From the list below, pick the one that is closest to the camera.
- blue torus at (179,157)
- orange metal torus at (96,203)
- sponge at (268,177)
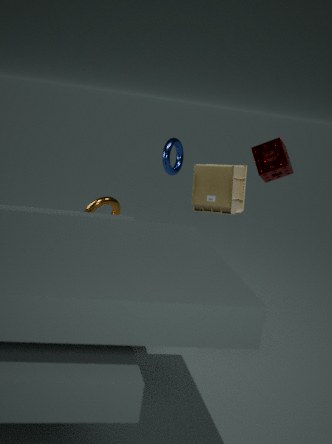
sponge at (268,177)
